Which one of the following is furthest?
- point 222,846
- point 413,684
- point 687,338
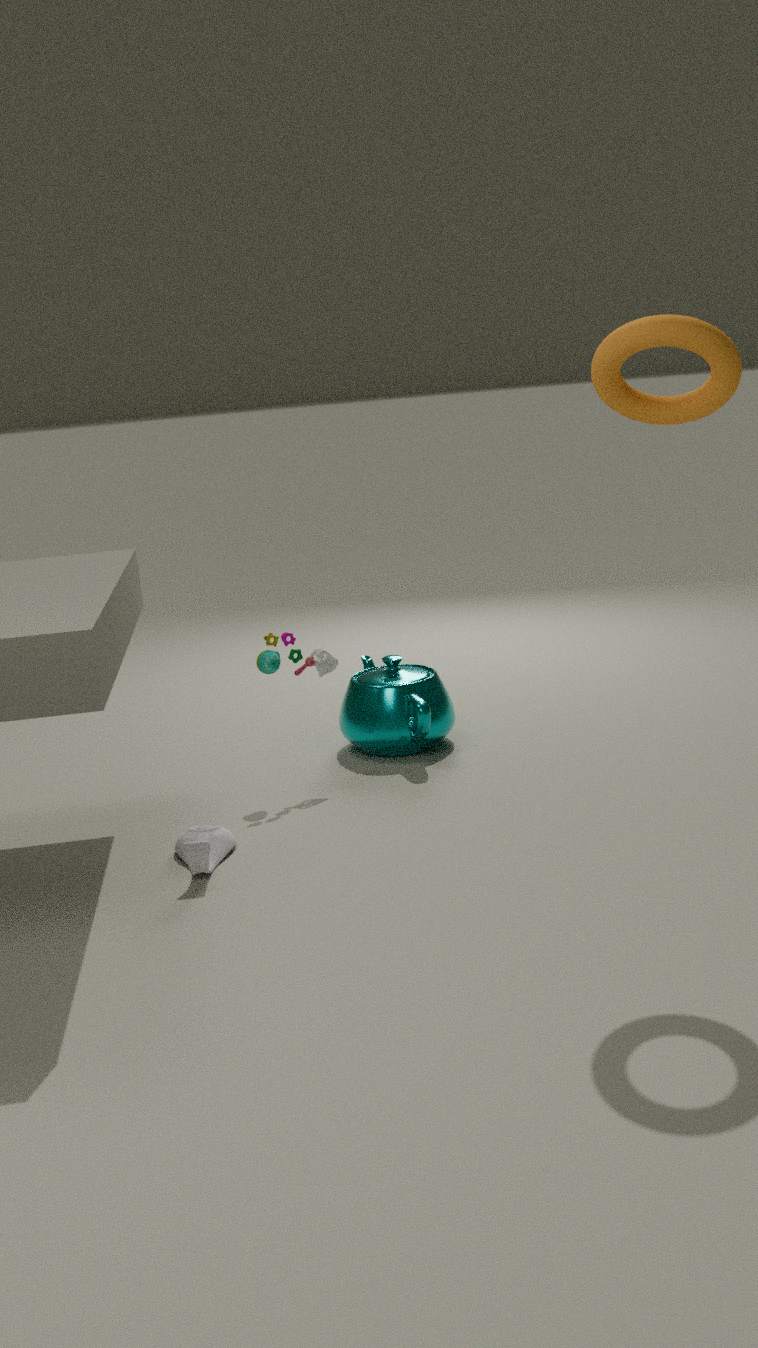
point 413,684
